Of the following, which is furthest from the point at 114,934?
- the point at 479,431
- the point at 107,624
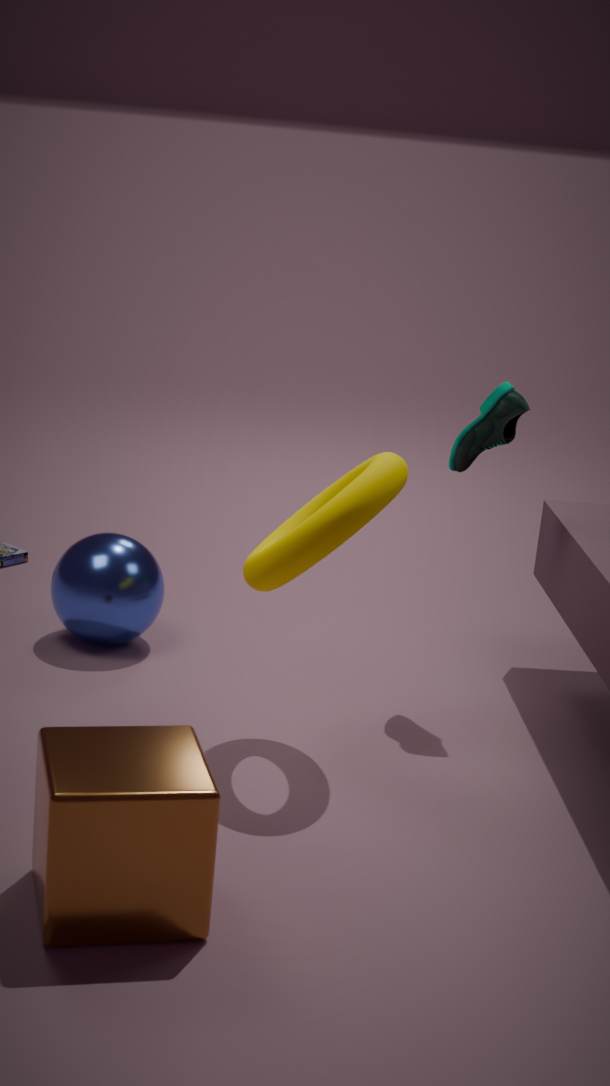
the point at 479,431
